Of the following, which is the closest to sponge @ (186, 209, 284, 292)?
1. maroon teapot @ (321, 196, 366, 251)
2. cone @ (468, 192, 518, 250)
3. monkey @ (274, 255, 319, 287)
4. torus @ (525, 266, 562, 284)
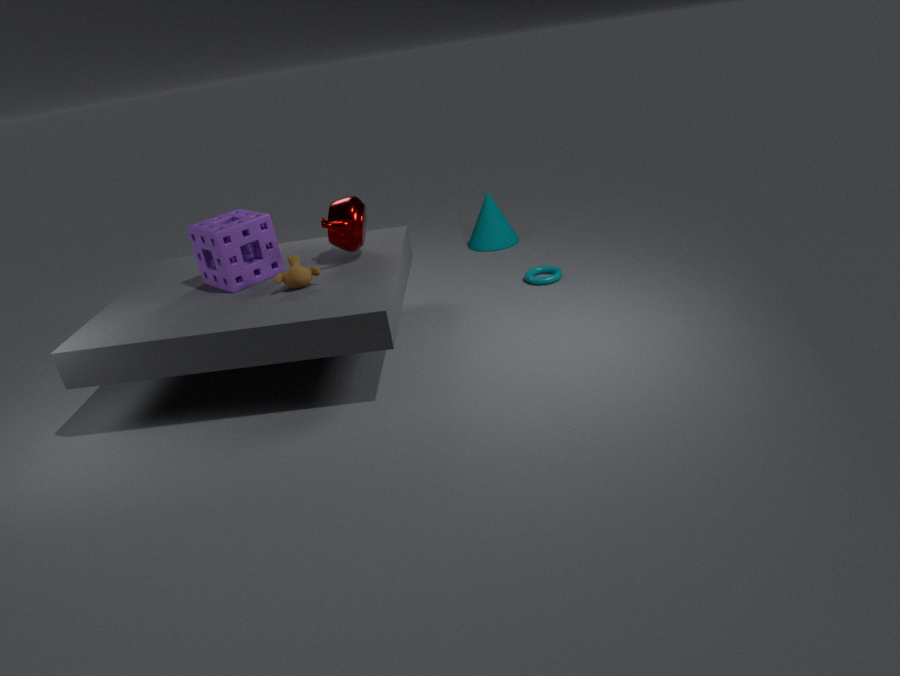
monkey @ (274, 255, 319, 287)
